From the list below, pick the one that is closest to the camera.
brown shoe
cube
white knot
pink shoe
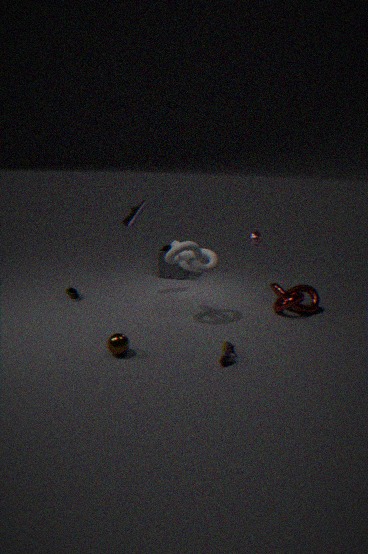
→ pink shoe
